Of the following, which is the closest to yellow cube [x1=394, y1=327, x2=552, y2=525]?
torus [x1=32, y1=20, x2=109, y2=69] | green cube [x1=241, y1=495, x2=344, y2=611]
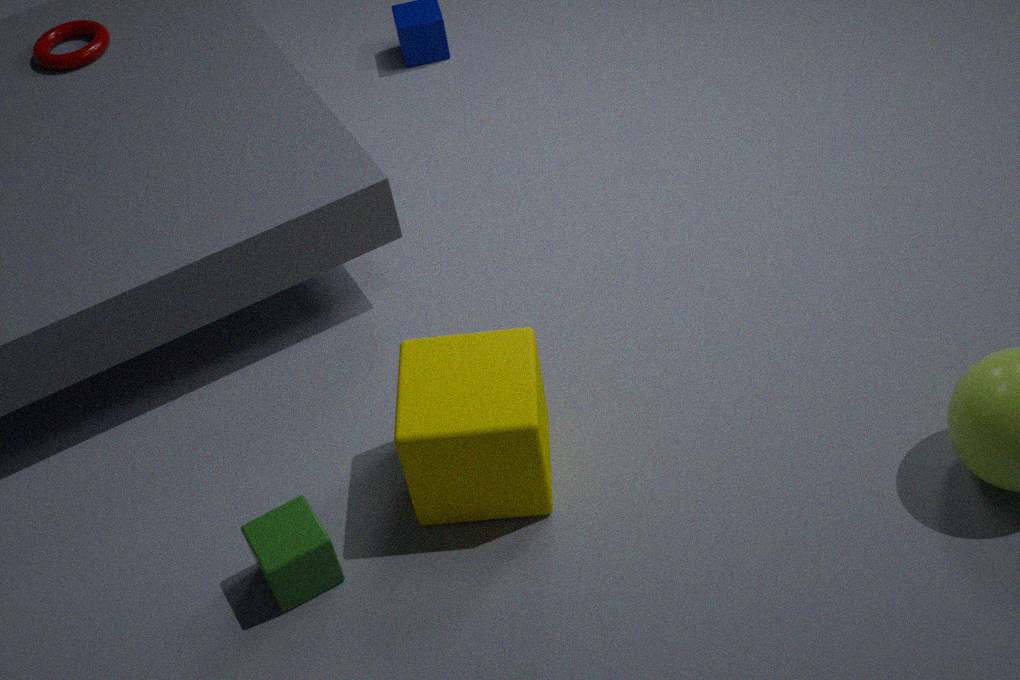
green cube [x1=241, y1=495, x2=344, y2=611]
